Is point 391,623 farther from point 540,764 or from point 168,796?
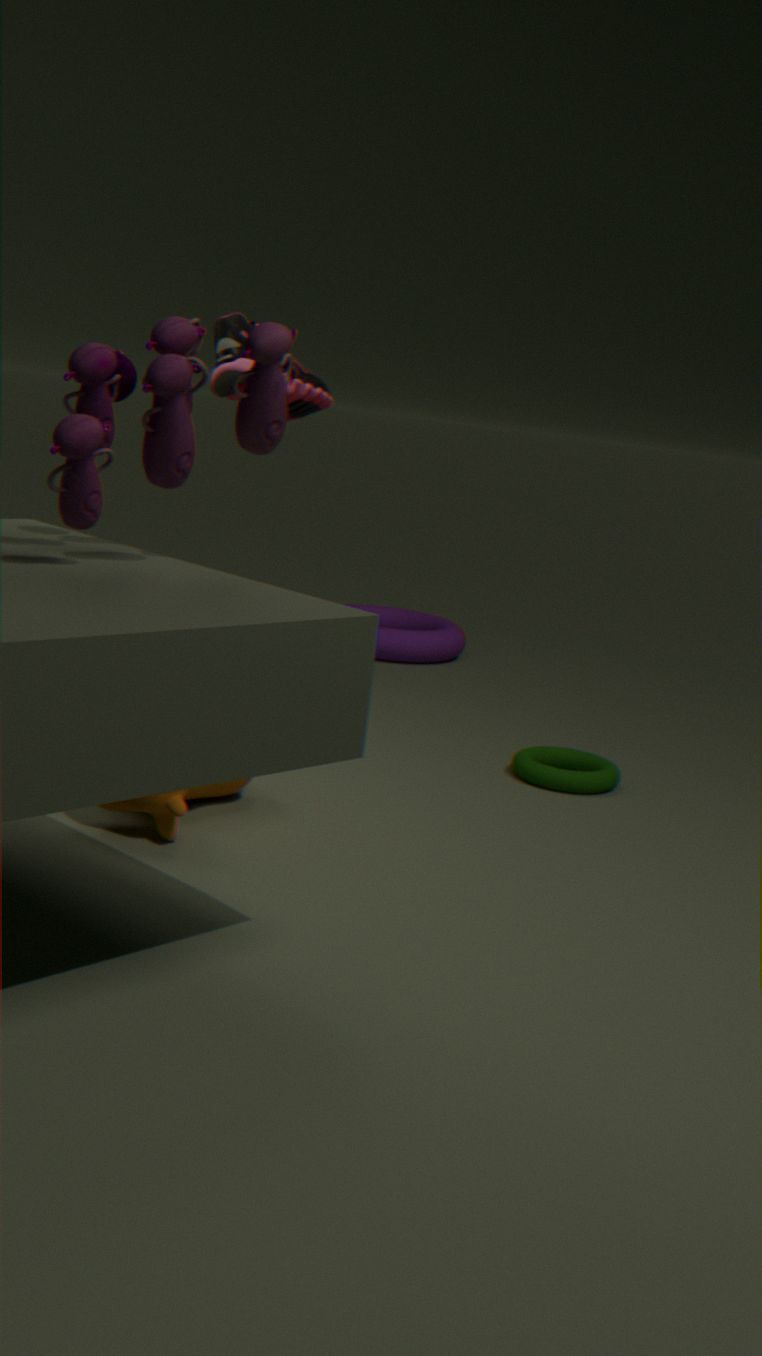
point 168,796
